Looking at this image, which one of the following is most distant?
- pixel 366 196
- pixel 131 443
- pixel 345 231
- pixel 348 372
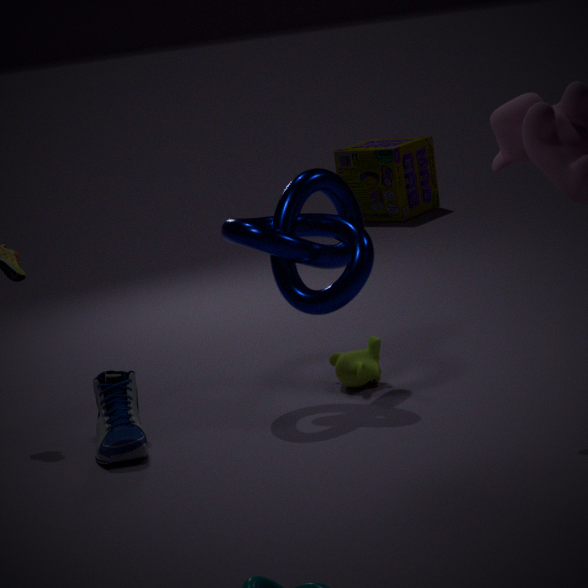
pixel 366 196
